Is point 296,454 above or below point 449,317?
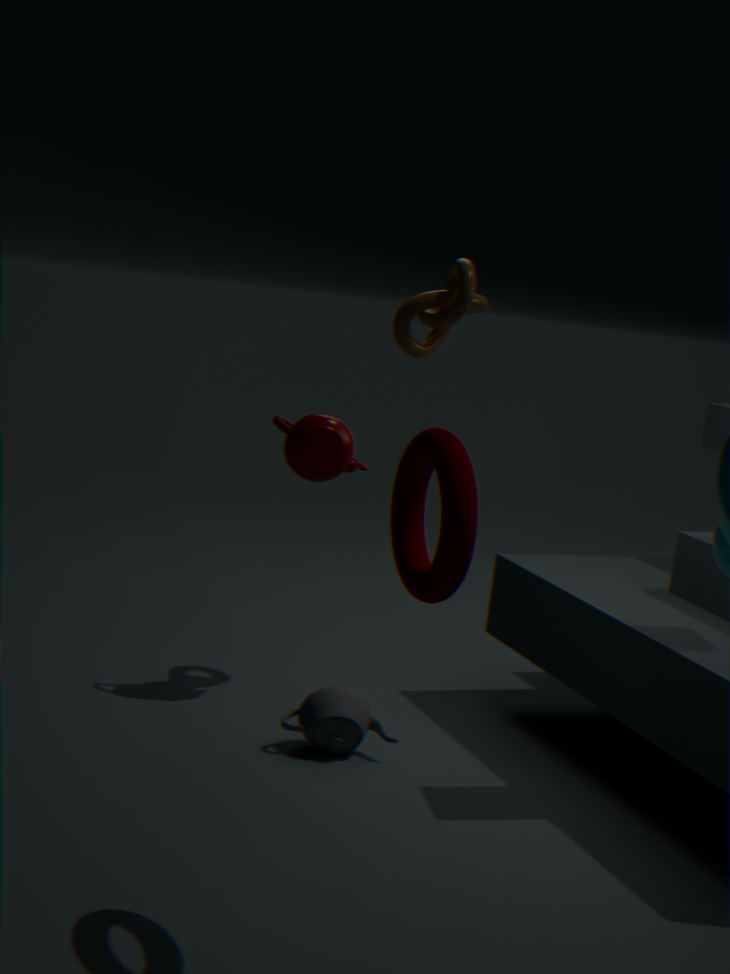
below
